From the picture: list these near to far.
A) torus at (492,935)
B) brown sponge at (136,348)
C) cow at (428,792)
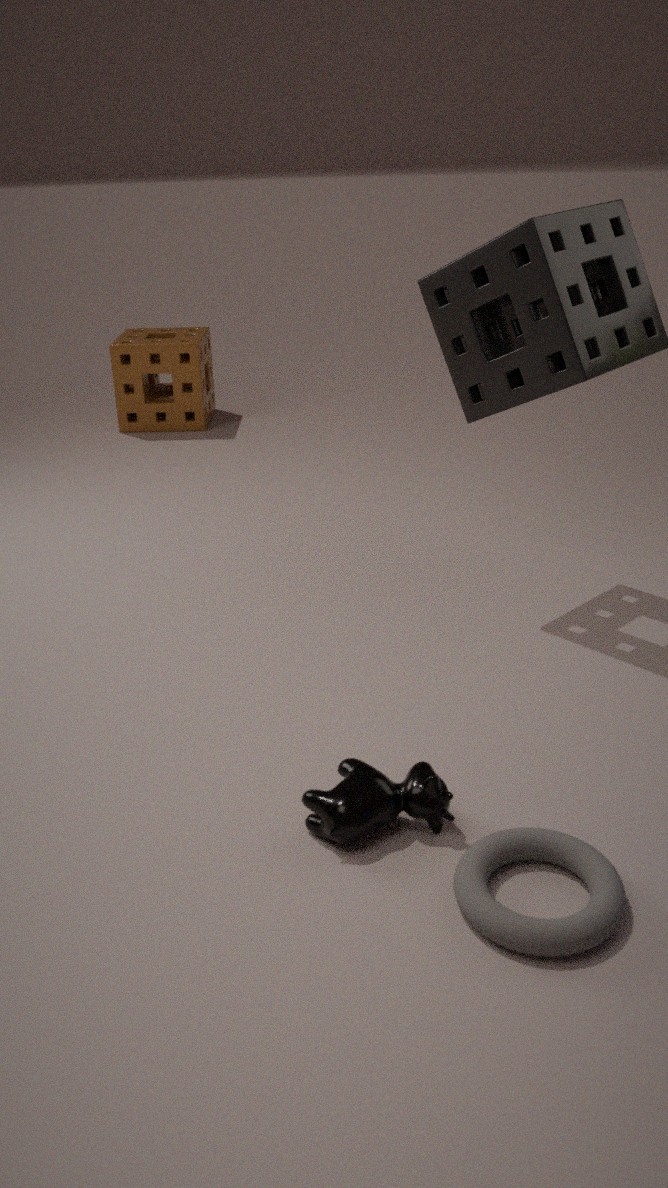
torus at (492,935) → cow at (428,792) → brown sponge at (136,348)
